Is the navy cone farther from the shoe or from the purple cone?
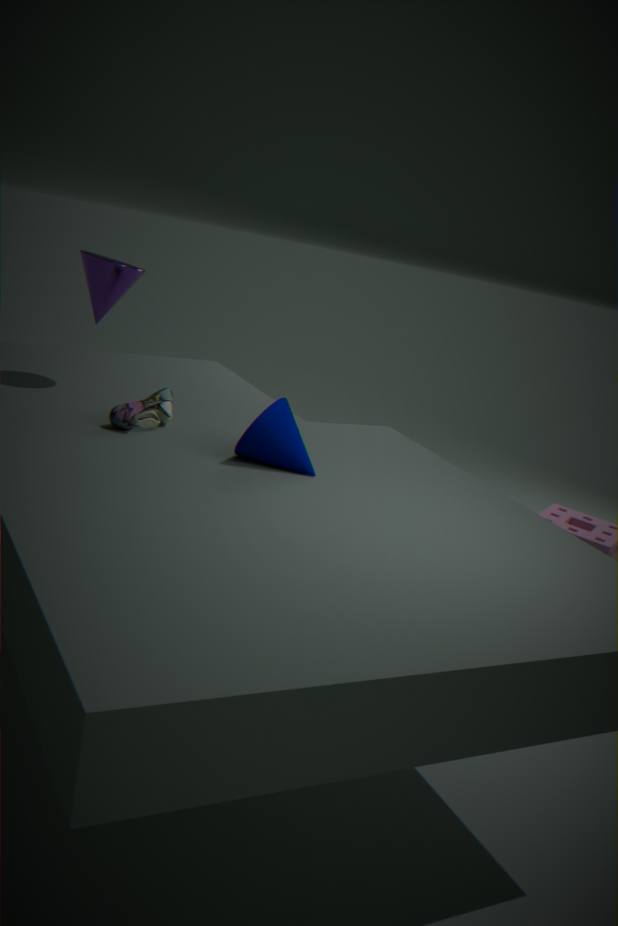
the purple cone
